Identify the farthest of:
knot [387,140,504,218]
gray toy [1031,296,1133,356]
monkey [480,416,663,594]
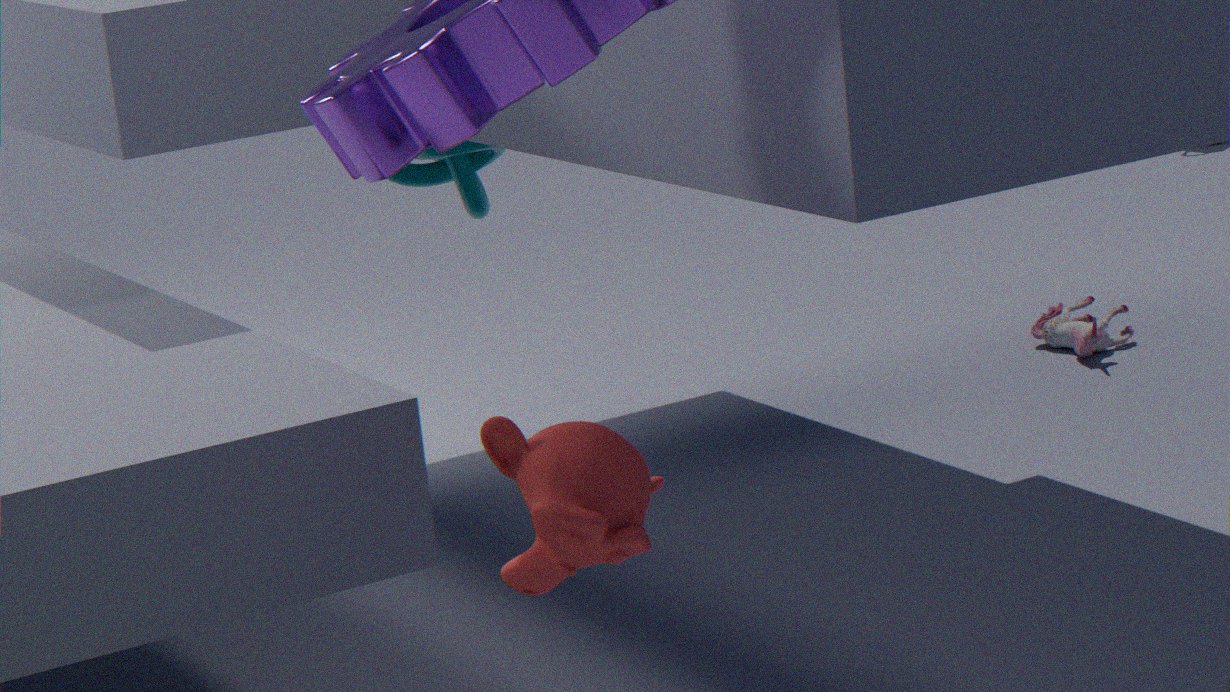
gray toy [1031,296,1133,356]
